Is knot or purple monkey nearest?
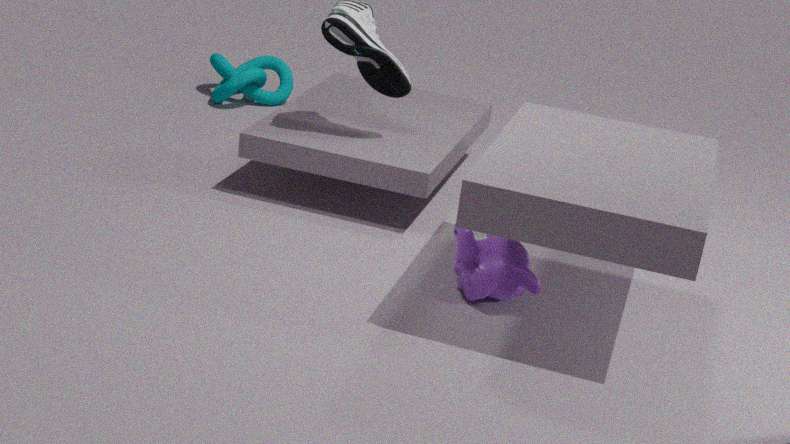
purple monkey
